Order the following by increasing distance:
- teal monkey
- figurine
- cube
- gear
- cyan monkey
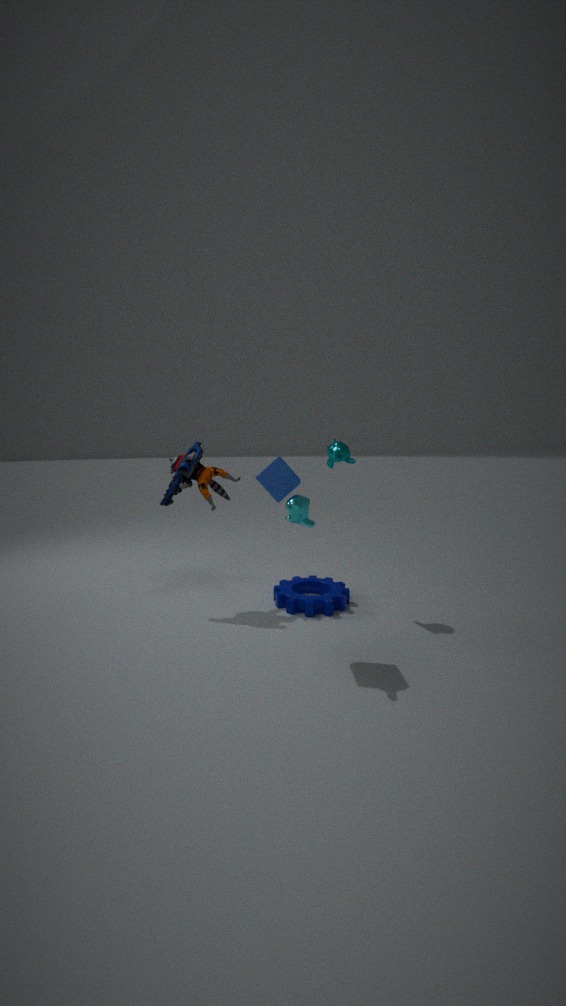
1. cyan monkey
2. cube
3. gear
4. teal monkey
5. figurine
